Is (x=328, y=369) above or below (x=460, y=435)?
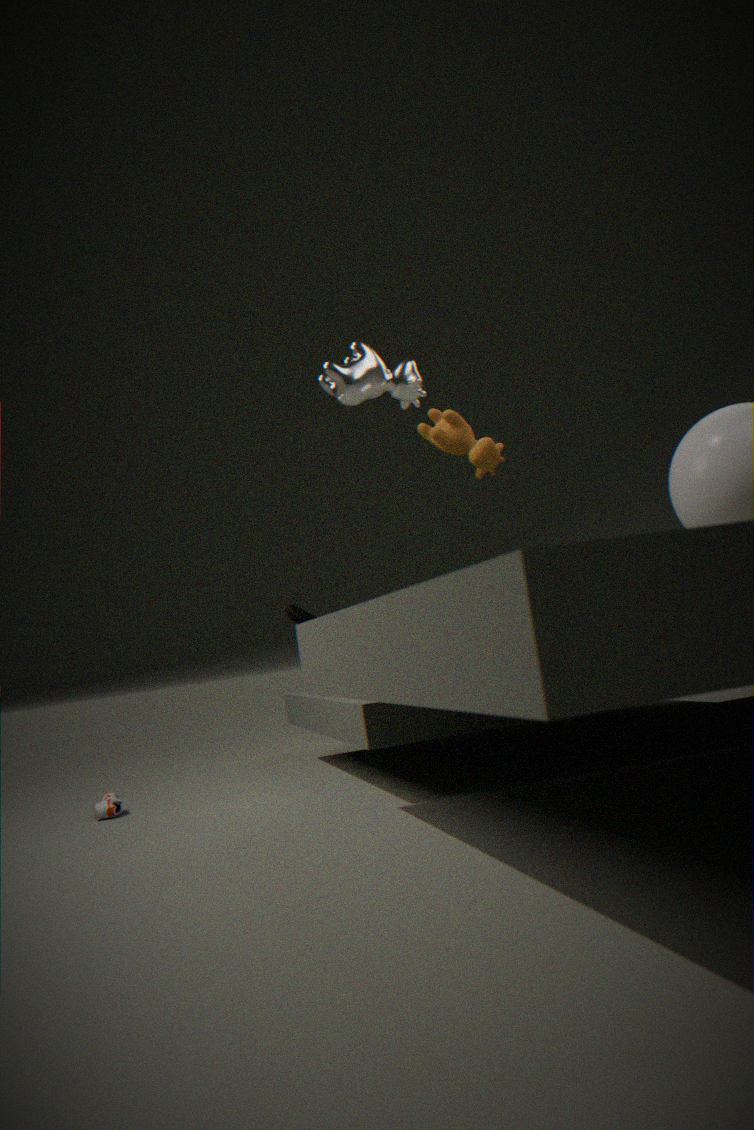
above
